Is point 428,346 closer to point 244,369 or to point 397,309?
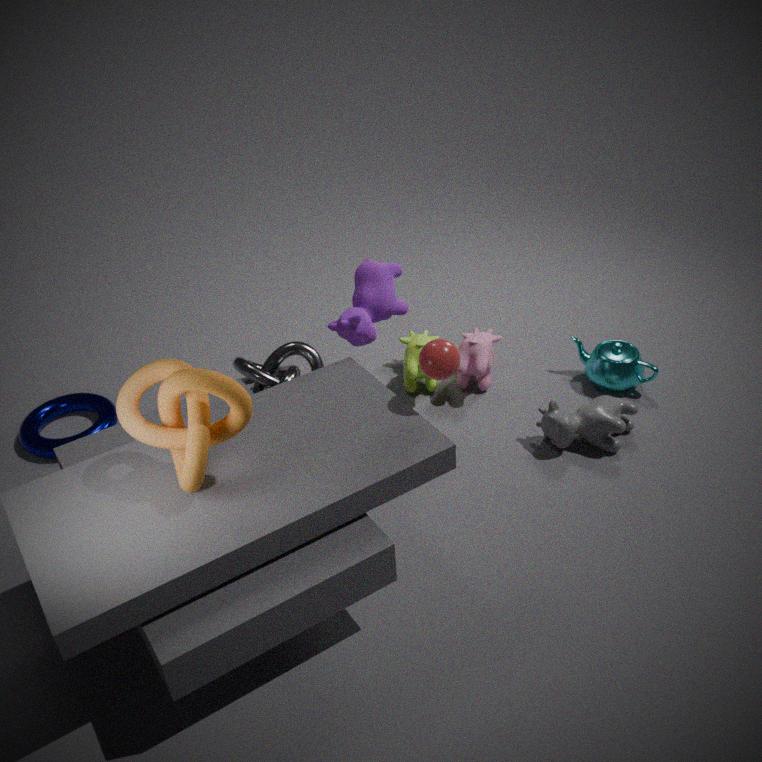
point 397,309
